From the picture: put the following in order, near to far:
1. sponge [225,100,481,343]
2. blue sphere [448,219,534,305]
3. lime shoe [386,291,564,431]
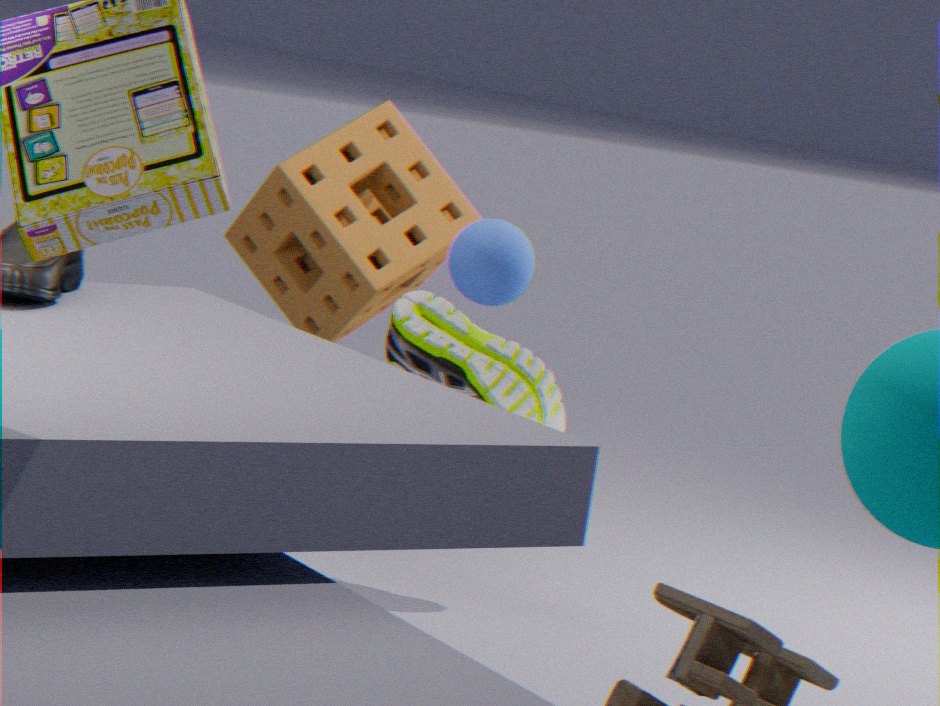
blue sphere [448,219,534,305] → lime shoe [386,291,564,431] → sponge [225,100,481,343]
